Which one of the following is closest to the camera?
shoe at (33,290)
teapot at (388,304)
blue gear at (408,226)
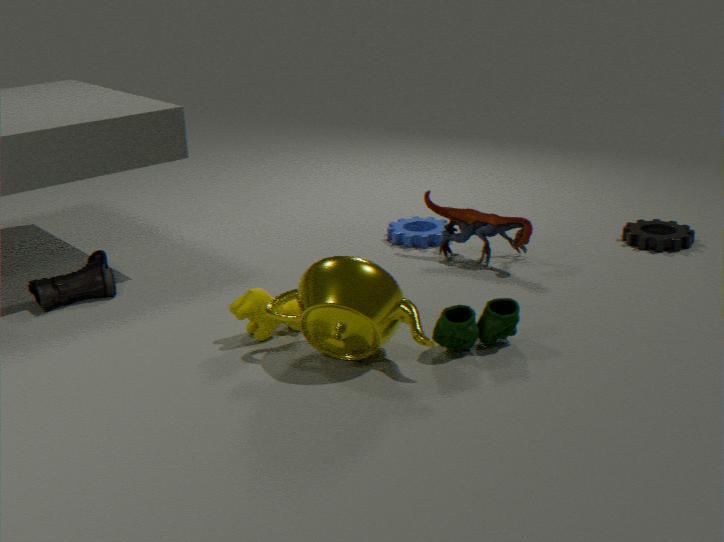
teapot at (388,304)
